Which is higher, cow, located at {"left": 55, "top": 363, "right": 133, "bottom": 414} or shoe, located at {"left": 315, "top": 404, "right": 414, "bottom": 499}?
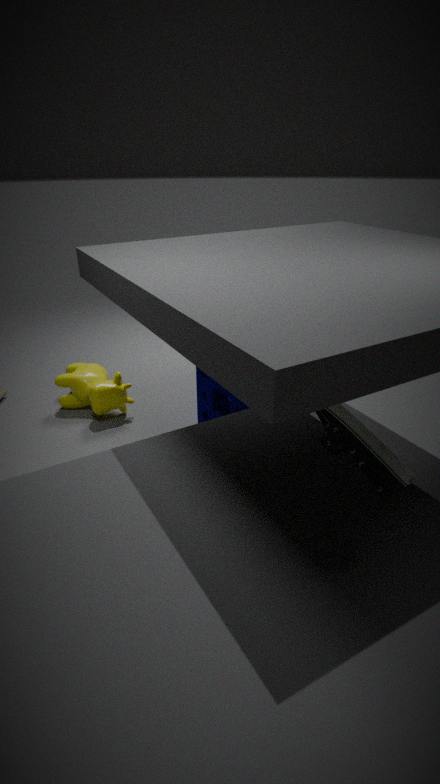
shoe, located at {"left": 315, "top": 404, "right": 414, "bottom": 499}
